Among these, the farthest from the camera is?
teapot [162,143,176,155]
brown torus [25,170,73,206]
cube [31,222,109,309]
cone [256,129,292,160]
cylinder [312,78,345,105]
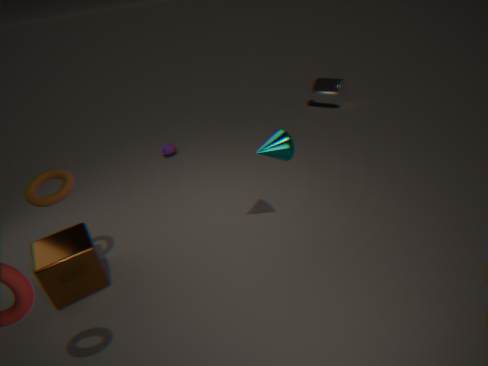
cylinder [312,78,345,105]
